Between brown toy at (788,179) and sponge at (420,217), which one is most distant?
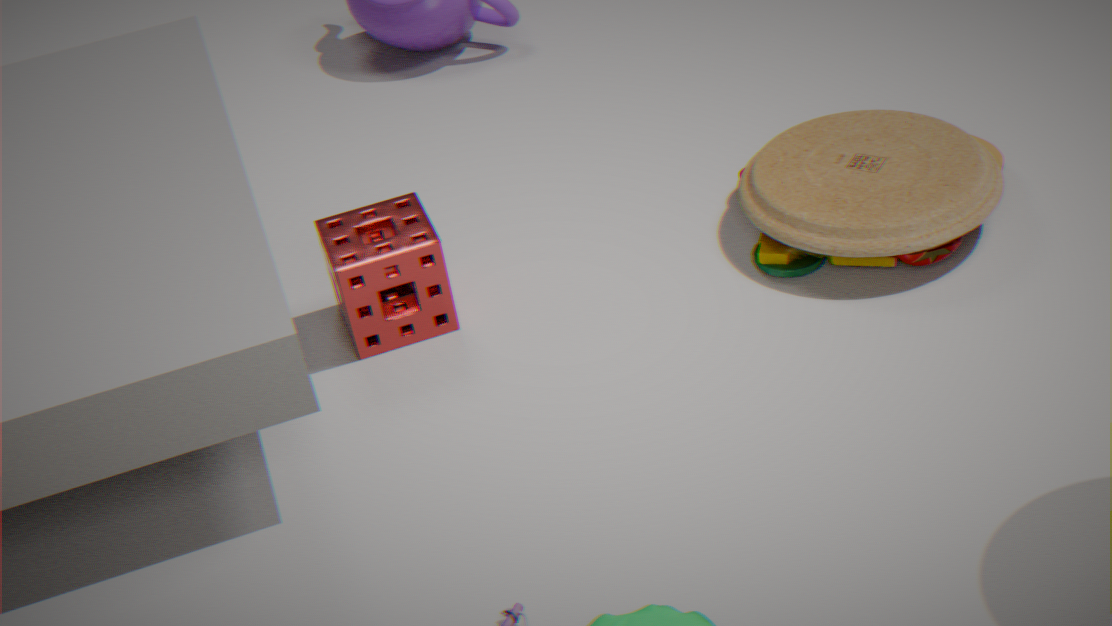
sponge at (420,217)
